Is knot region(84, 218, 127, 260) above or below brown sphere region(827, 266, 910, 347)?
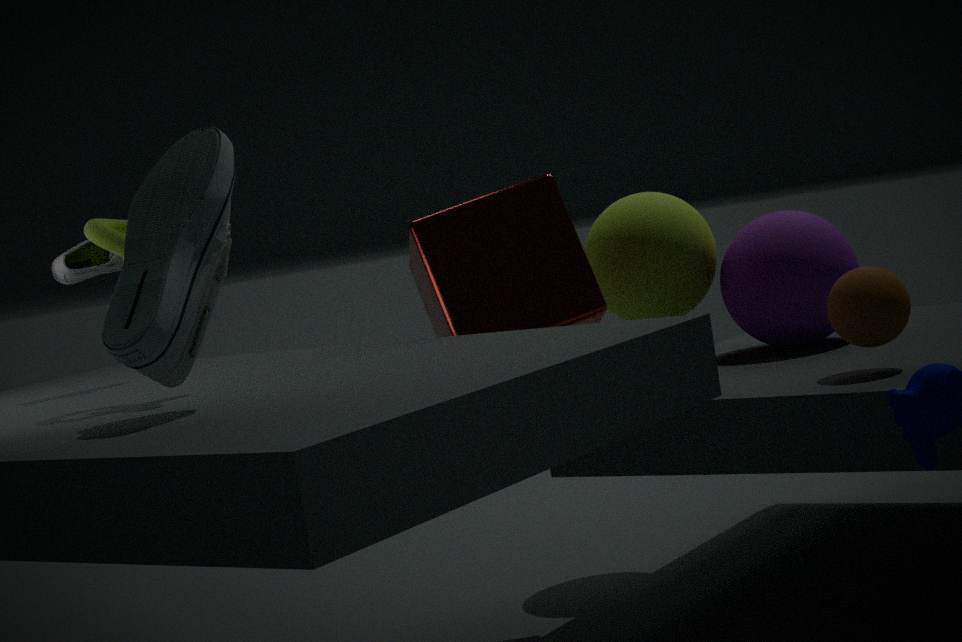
above
